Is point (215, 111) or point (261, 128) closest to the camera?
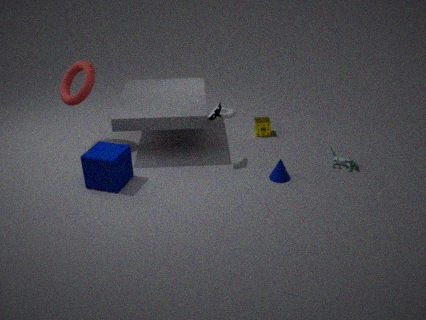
point (215, 111)
